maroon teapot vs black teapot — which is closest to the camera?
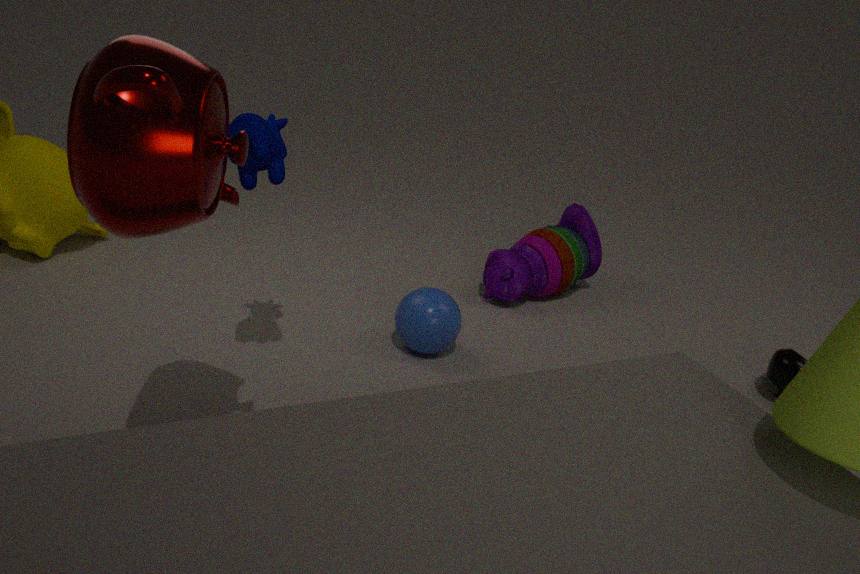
maroon teapot
